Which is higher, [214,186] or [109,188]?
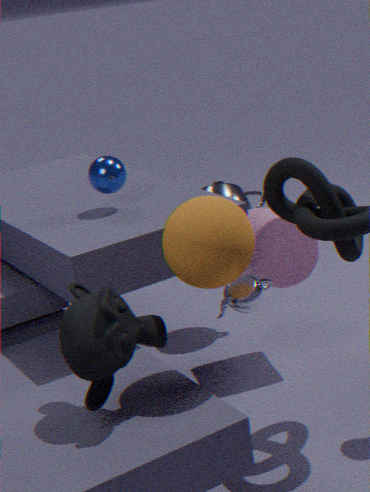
[109,188]
